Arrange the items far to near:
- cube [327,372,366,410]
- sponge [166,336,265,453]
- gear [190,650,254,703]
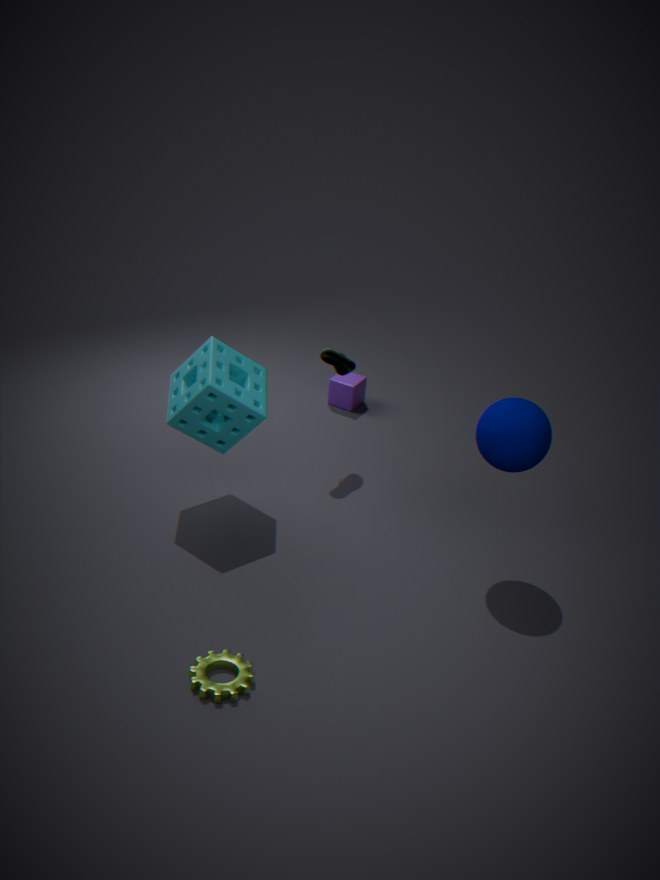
cube [327,372,366,410], sponge [166,336,265,453], gear [190,650,254,703]
